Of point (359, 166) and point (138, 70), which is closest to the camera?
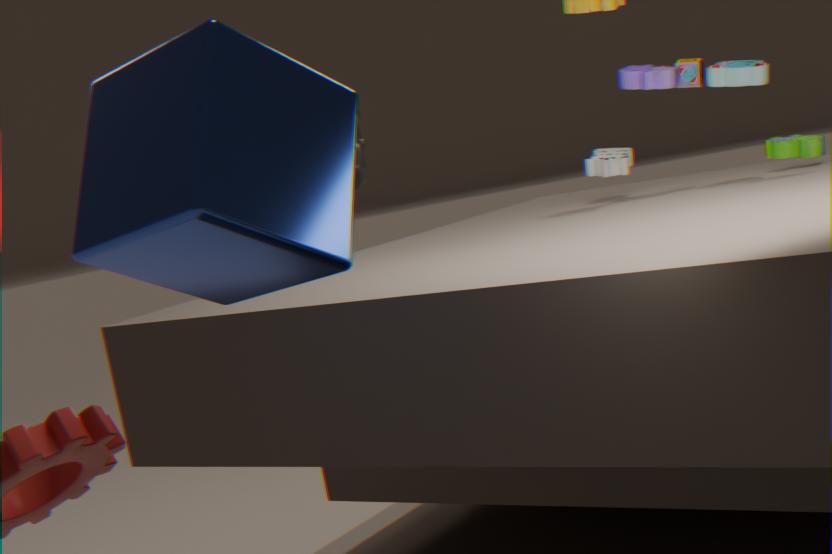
point (138, 70)
